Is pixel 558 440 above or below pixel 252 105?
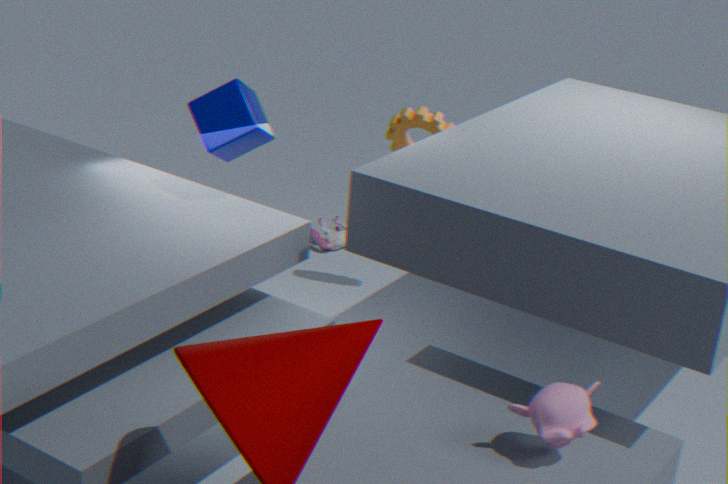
below
